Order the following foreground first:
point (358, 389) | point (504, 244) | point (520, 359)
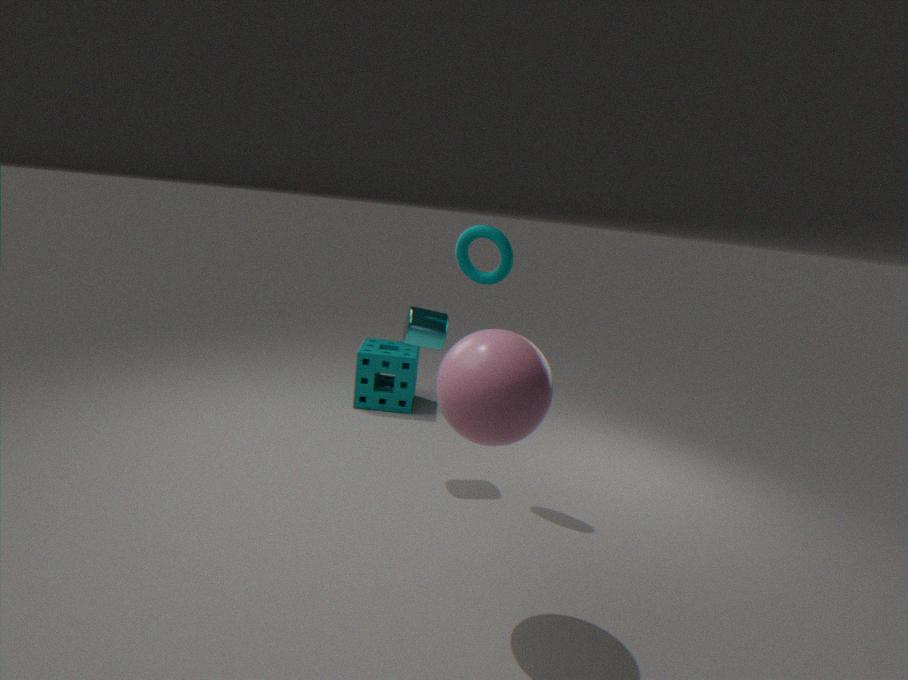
point (520, 359)
point (504, 244)
point (358, 389)
